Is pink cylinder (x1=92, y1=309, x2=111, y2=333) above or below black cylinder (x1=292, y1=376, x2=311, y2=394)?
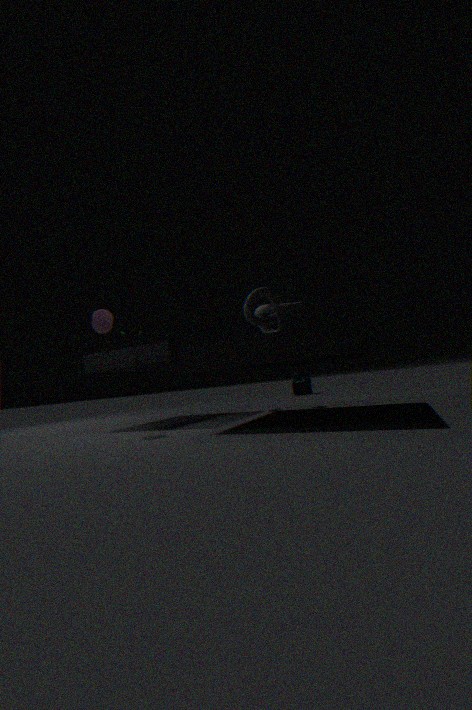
above
